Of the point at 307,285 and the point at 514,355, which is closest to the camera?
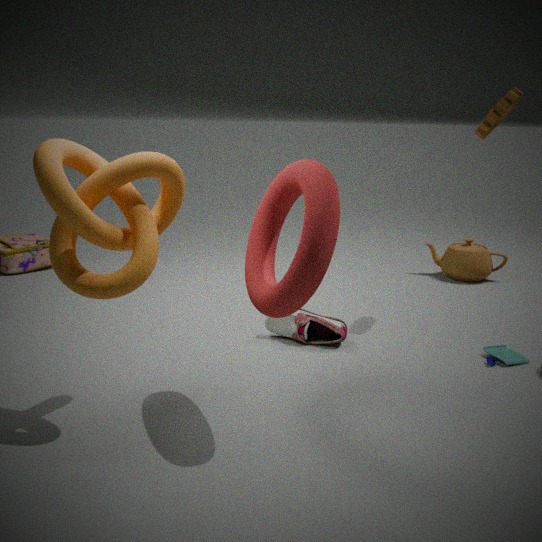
the point at 307,285
